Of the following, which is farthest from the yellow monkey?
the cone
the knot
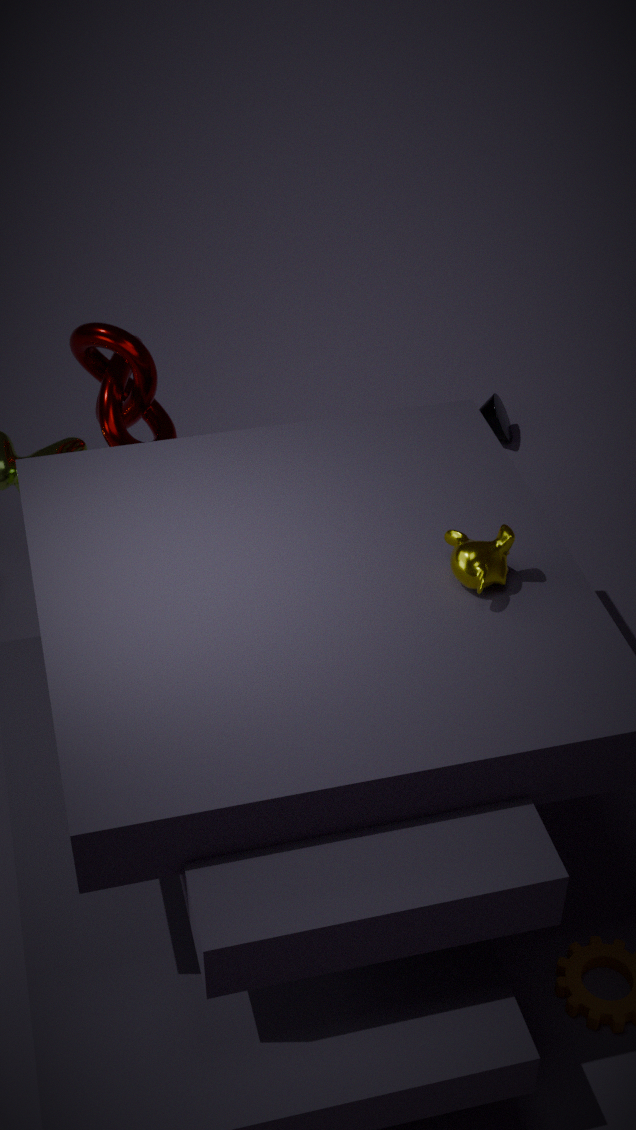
the cone
